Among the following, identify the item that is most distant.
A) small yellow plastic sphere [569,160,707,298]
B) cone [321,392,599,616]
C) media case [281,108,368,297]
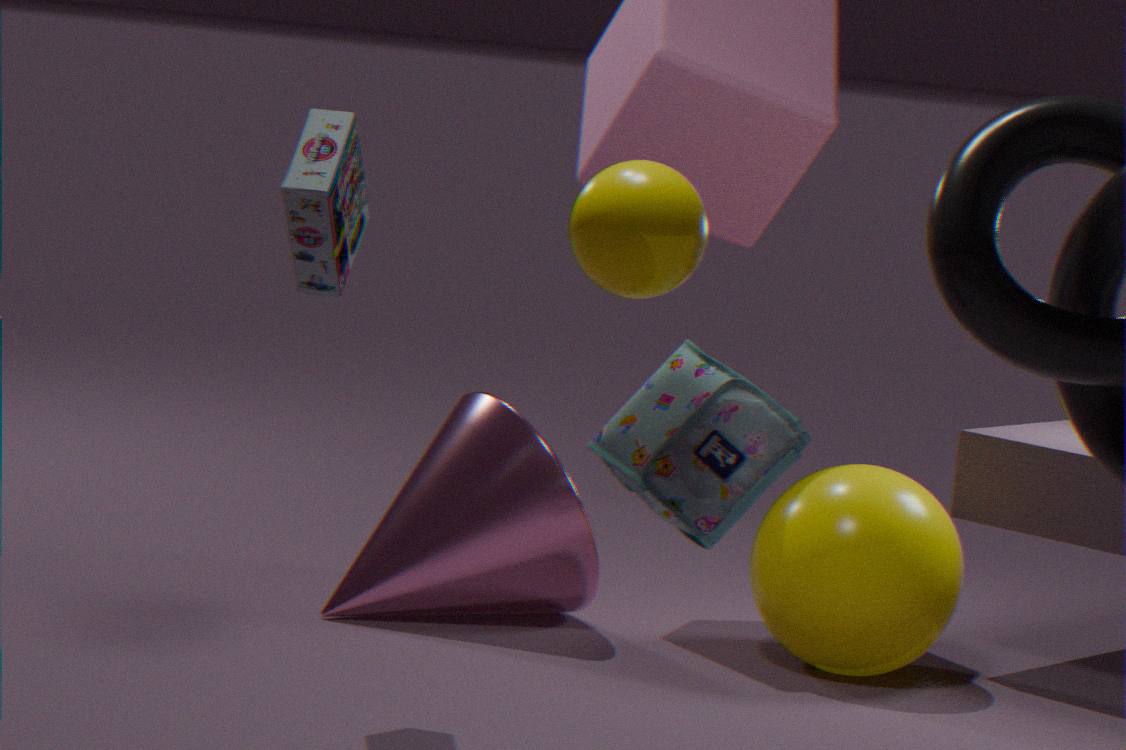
cone [321,392,599,616]
